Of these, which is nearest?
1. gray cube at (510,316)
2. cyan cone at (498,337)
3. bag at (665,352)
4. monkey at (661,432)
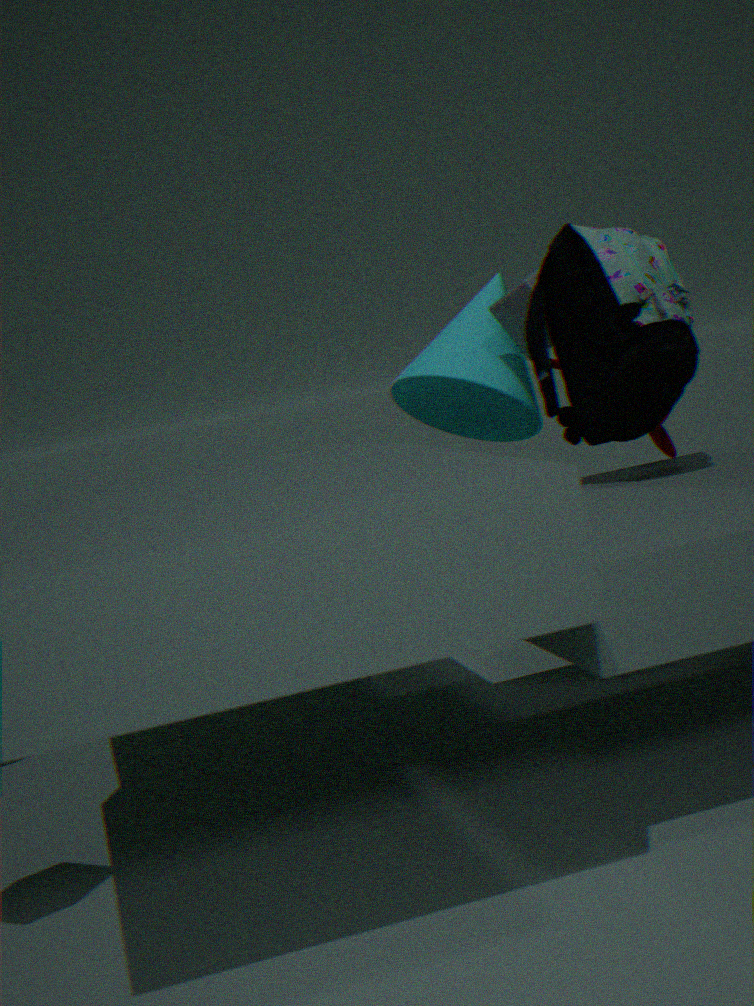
bag at (665,352)
